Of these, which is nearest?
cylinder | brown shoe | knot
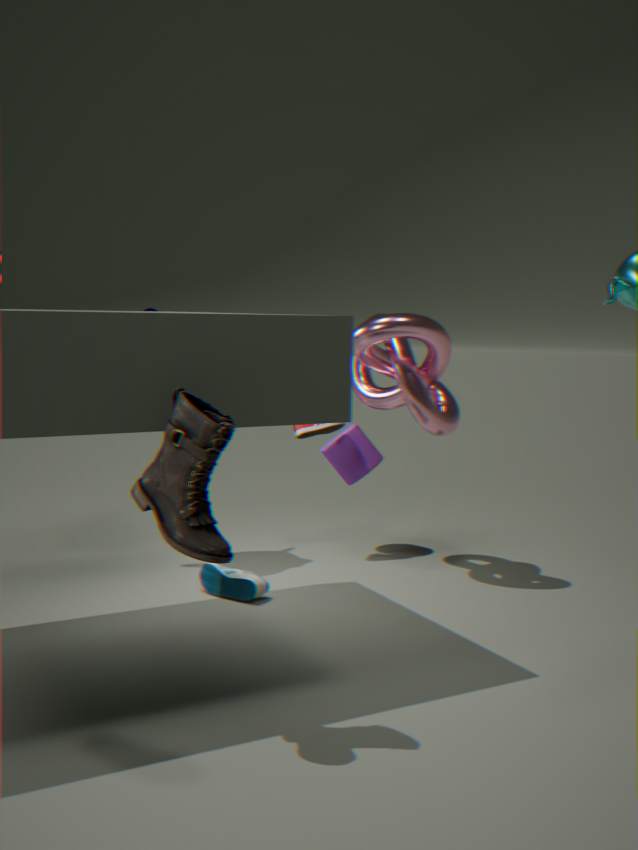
brown shoe
